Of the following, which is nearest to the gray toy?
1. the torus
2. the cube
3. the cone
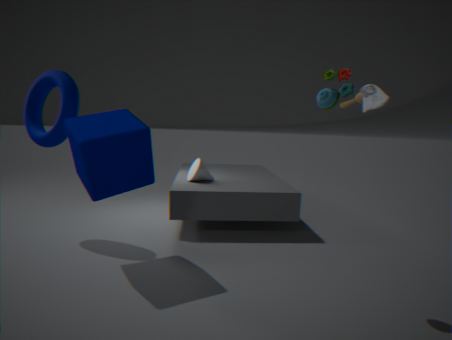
the cube
